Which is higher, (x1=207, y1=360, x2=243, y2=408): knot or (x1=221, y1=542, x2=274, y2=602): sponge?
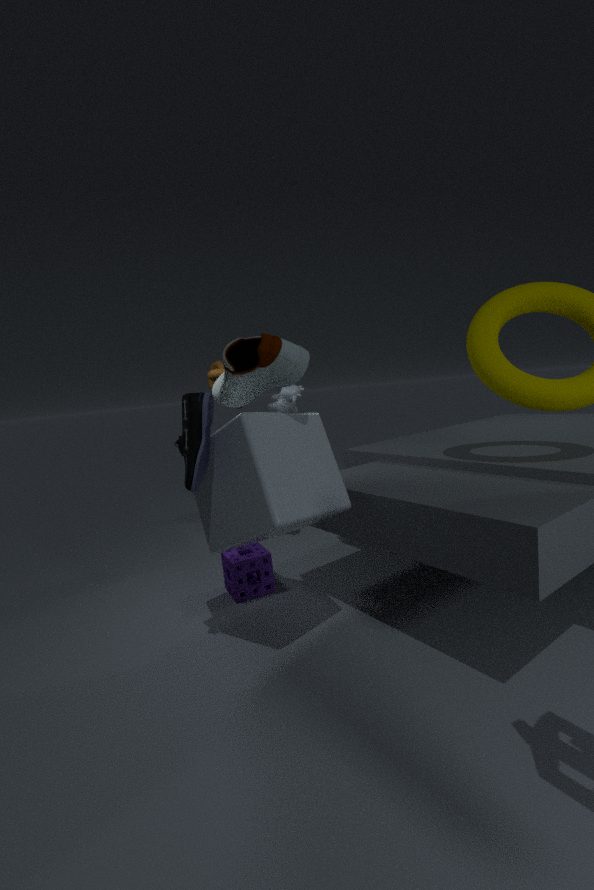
(x1=207, y1=360, x2=243, y2=408): knot
